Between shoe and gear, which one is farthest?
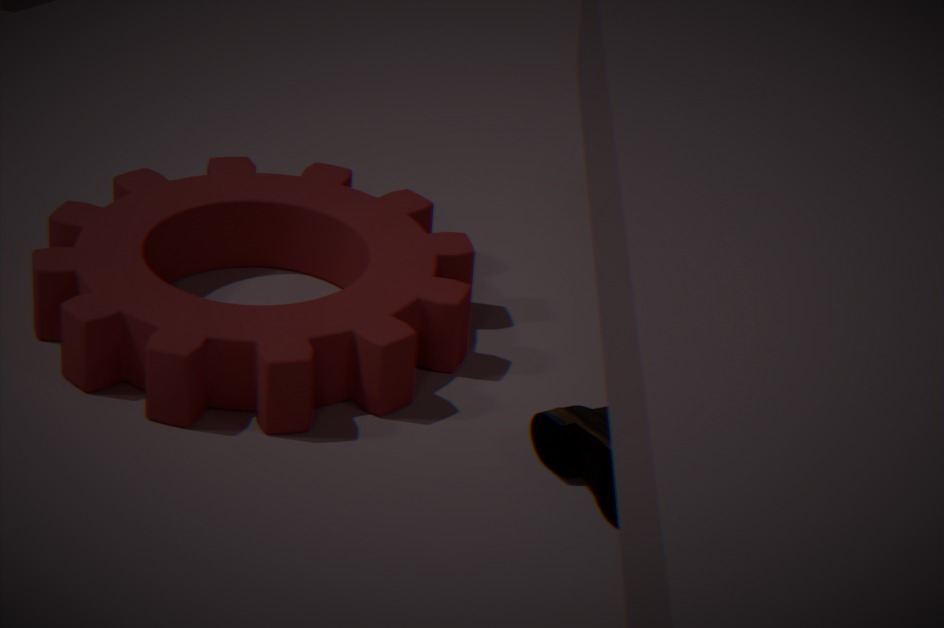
gear
